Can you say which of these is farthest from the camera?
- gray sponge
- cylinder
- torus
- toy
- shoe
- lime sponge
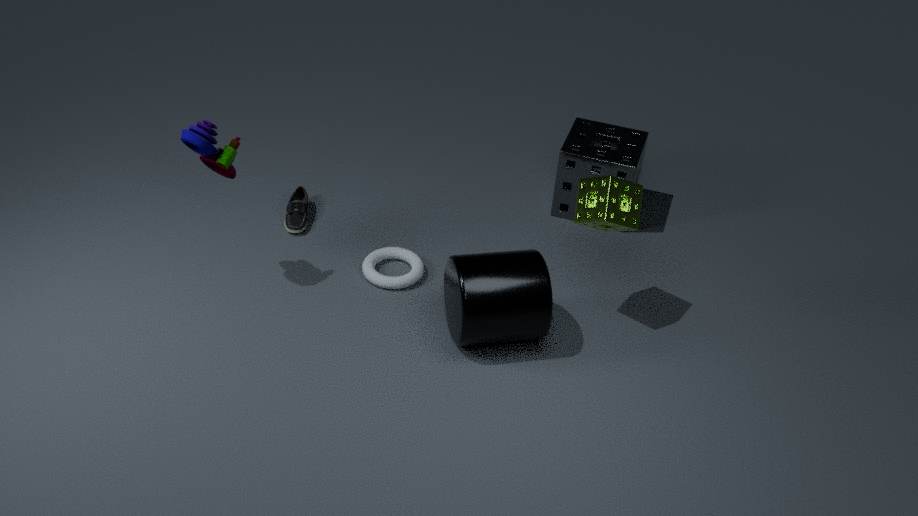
gray sponge
